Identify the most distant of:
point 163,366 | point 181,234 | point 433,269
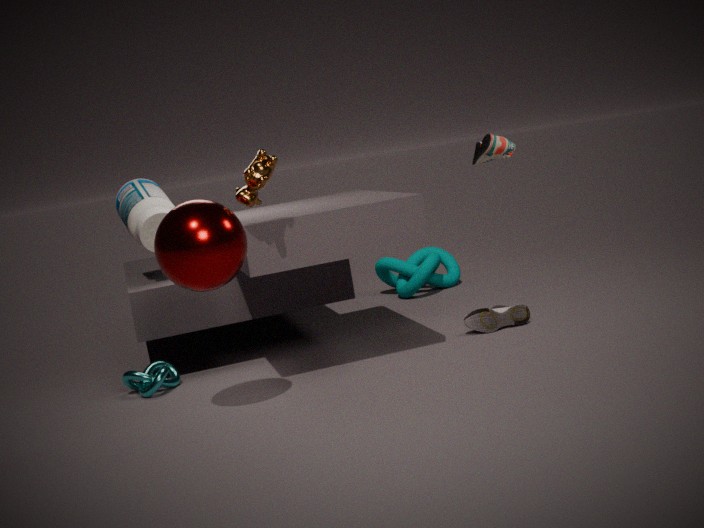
point 433,269
